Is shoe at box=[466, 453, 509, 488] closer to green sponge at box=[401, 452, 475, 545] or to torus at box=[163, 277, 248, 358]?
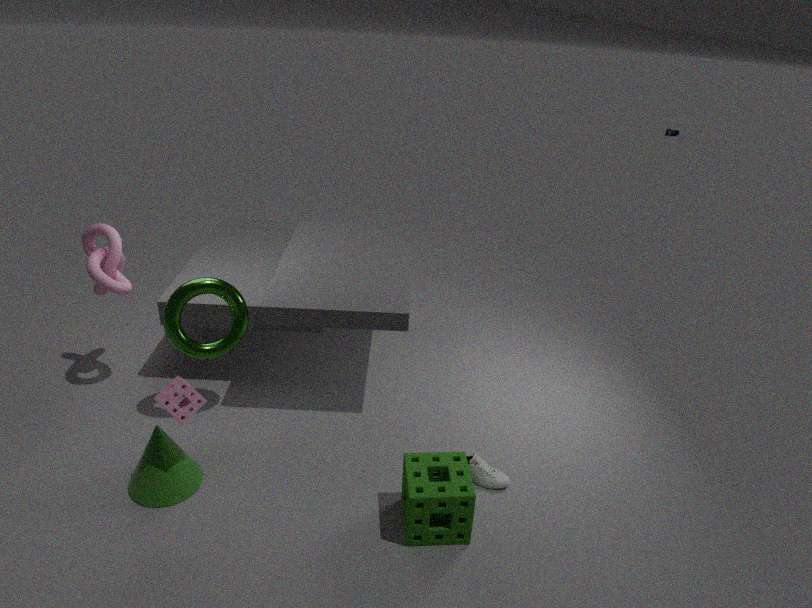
green sponge at box=[401, 452, 475, 545]
